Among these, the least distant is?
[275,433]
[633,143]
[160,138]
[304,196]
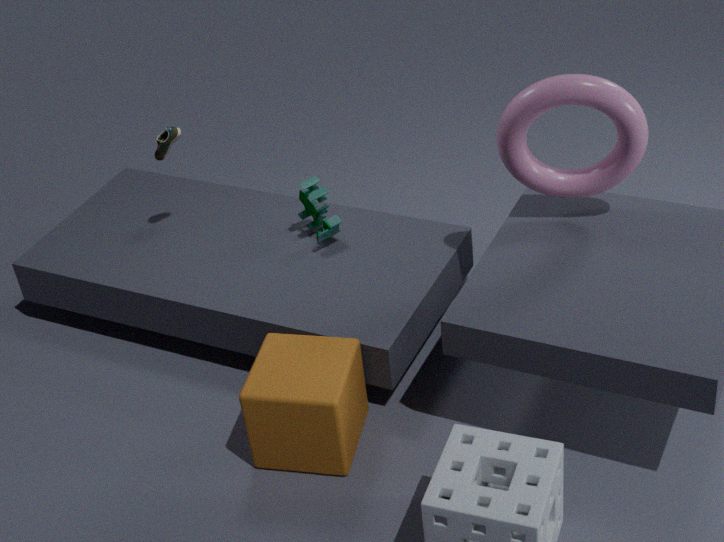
[275,433]
